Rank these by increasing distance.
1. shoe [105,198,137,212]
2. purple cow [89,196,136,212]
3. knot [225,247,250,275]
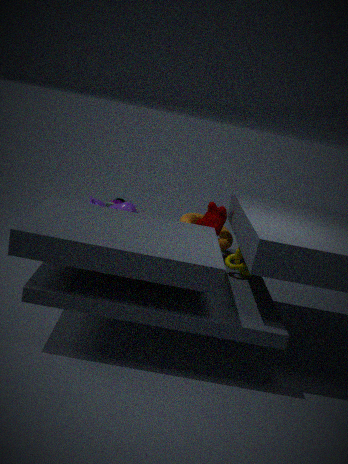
knot [225,247,250,275] → purple cow [89,196,136,212] → shoe [105,198,137,212]
